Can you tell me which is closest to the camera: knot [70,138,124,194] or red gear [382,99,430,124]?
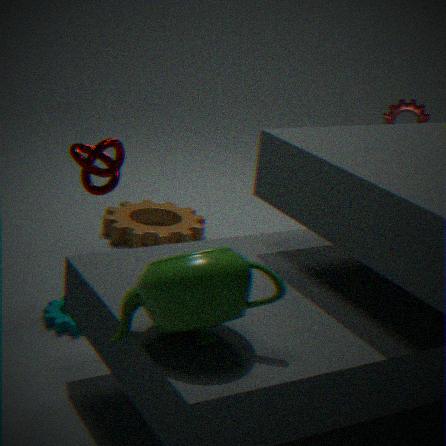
knot [70,138,124,194]
